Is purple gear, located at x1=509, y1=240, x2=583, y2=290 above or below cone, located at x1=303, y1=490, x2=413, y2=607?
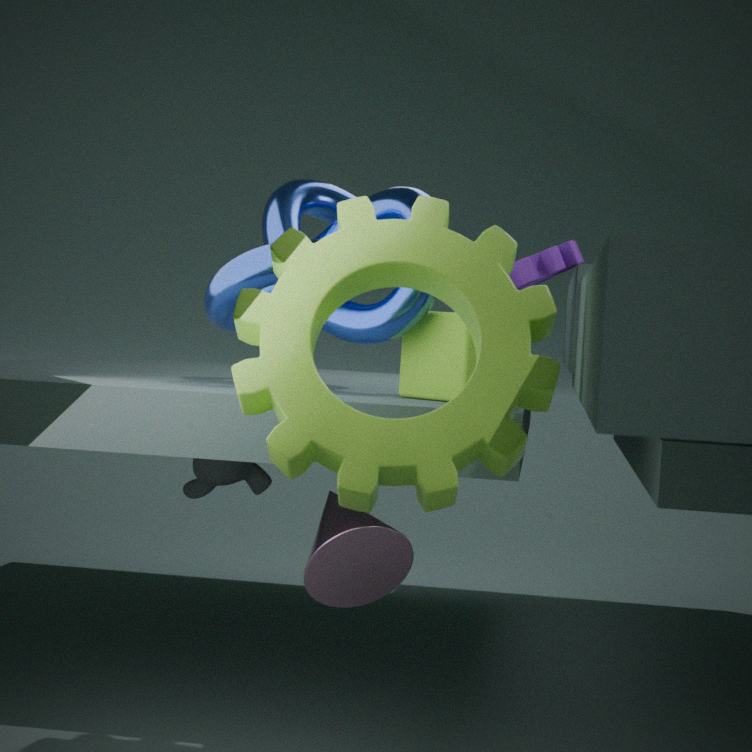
above
